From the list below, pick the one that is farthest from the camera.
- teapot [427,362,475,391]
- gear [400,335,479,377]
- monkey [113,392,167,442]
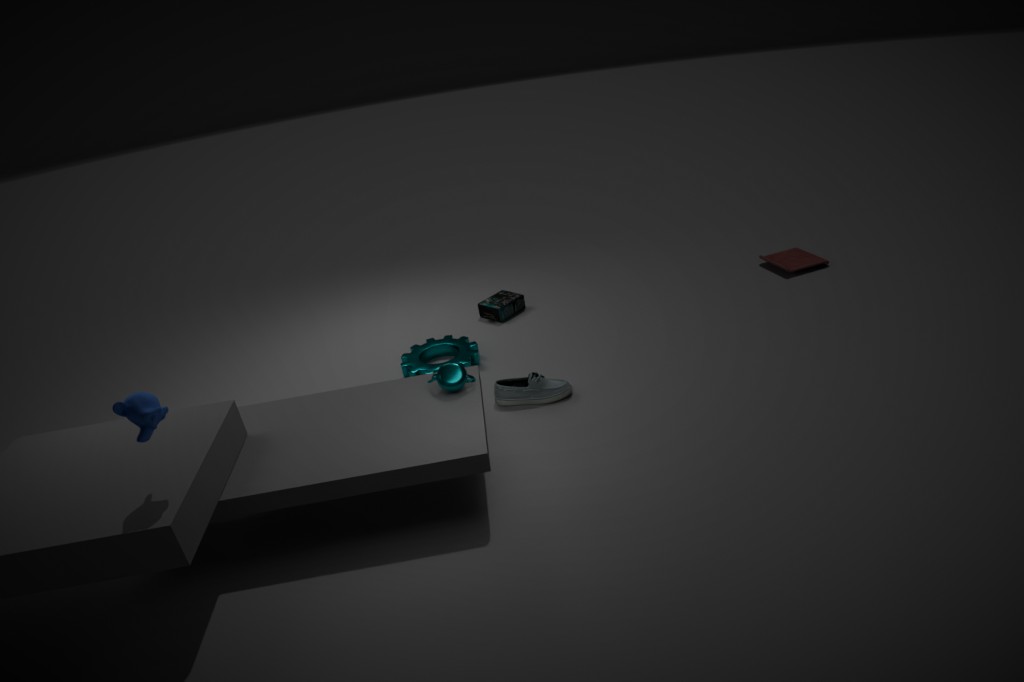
gear [400,335,479,377]
